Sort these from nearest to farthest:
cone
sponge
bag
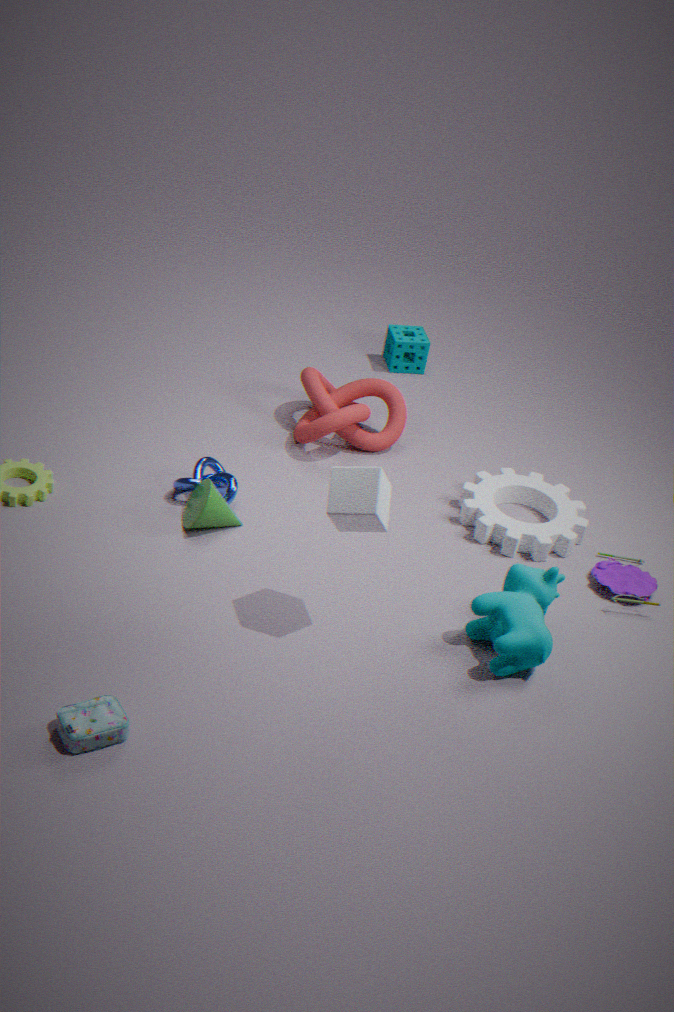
bag
cone
sponge
